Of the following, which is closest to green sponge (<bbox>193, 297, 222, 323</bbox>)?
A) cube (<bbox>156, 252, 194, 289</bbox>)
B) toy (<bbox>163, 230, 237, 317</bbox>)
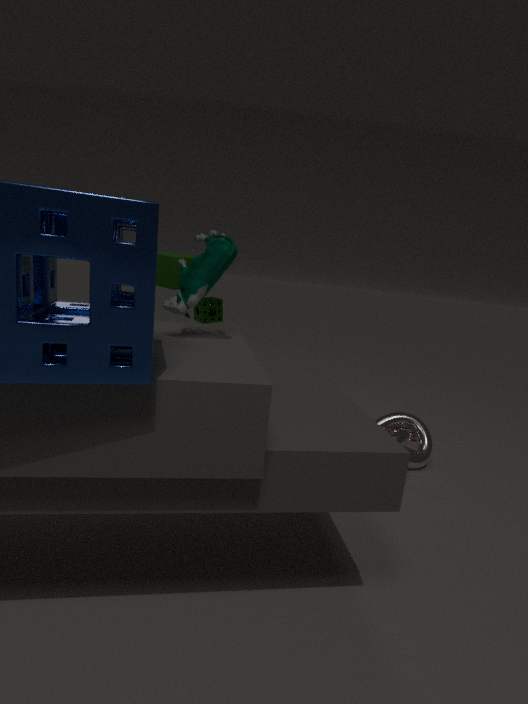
cube (<bbox>156, 252, 194, 289</bbox>)
